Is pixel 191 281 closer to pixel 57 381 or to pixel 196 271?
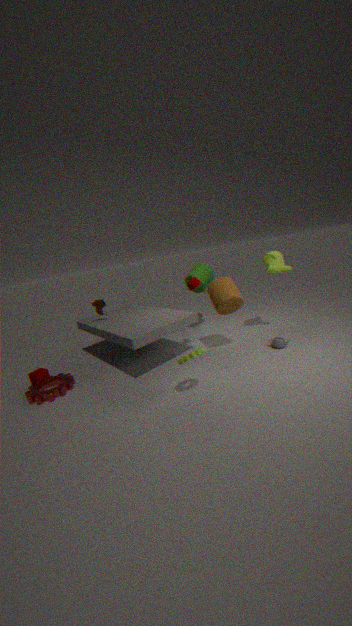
pixel 196 271
